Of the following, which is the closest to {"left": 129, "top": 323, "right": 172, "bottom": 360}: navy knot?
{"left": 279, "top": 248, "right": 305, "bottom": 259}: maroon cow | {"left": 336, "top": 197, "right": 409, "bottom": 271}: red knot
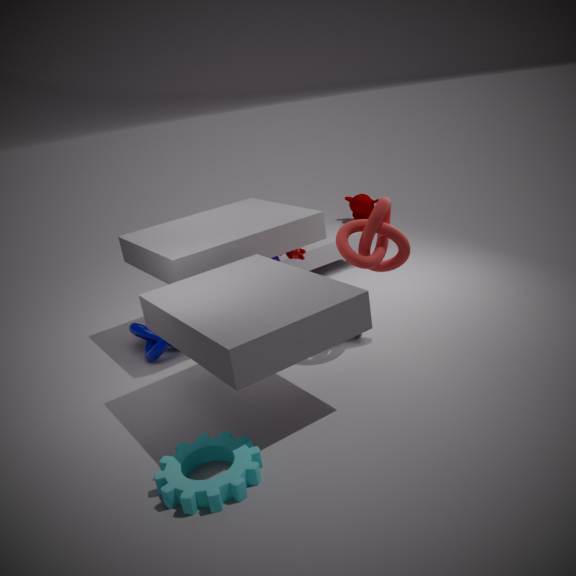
{"left": 279, "top": 248, "right": 305, "bottom": 259}: maroon cow
